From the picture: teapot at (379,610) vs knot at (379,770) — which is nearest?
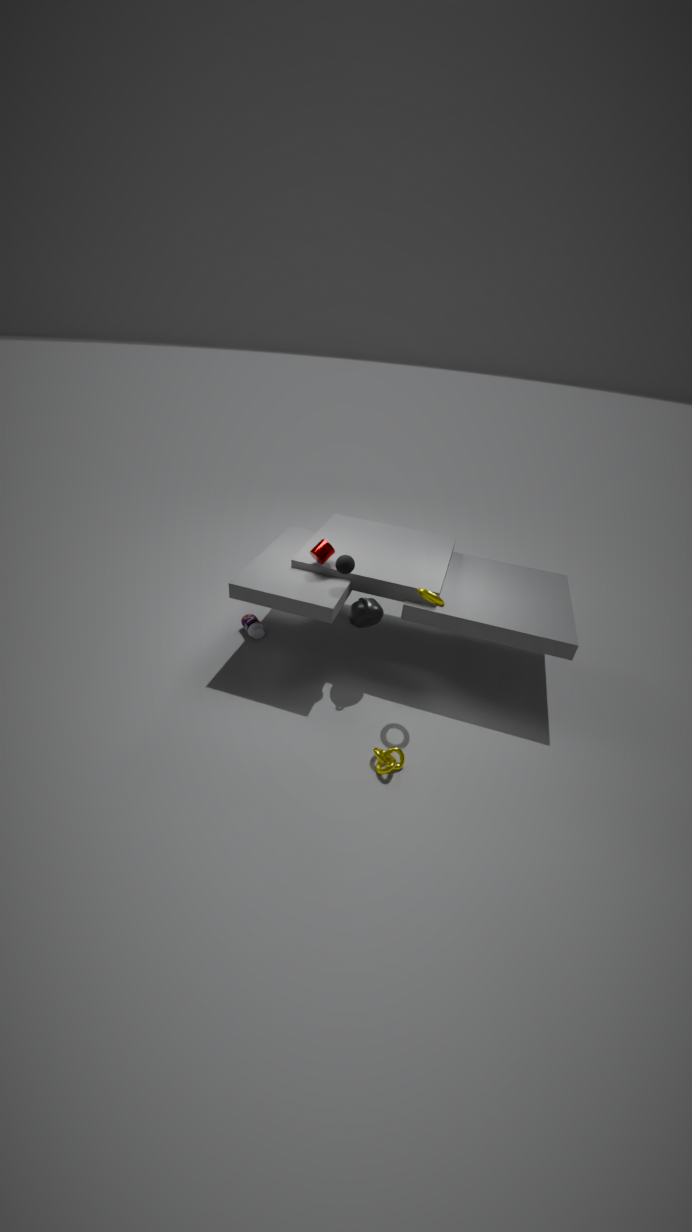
knot at (379,770)
